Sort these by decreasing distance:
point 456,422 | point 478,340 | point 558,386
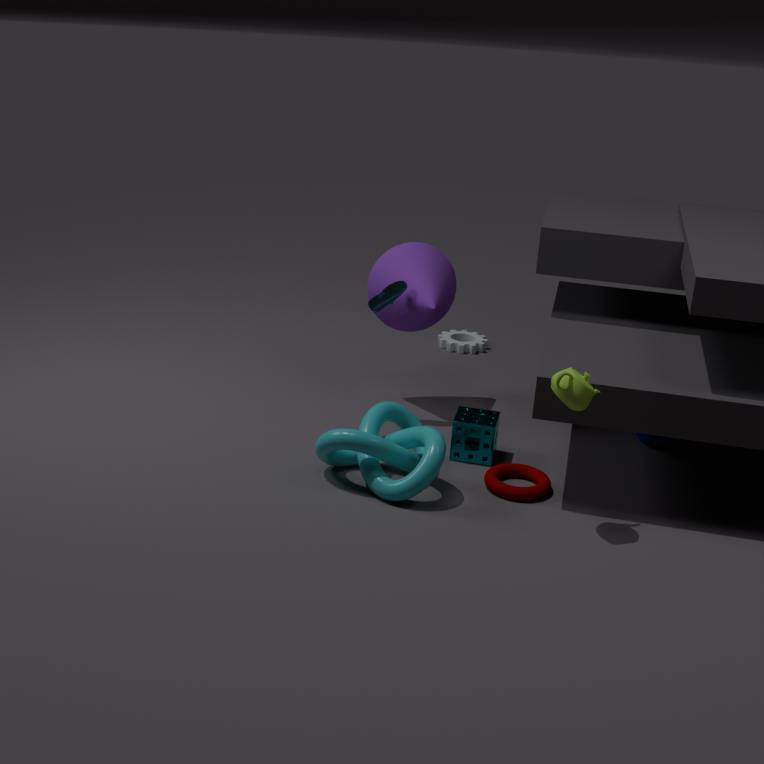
point 478,340 → point 456,422 → point 558,386
